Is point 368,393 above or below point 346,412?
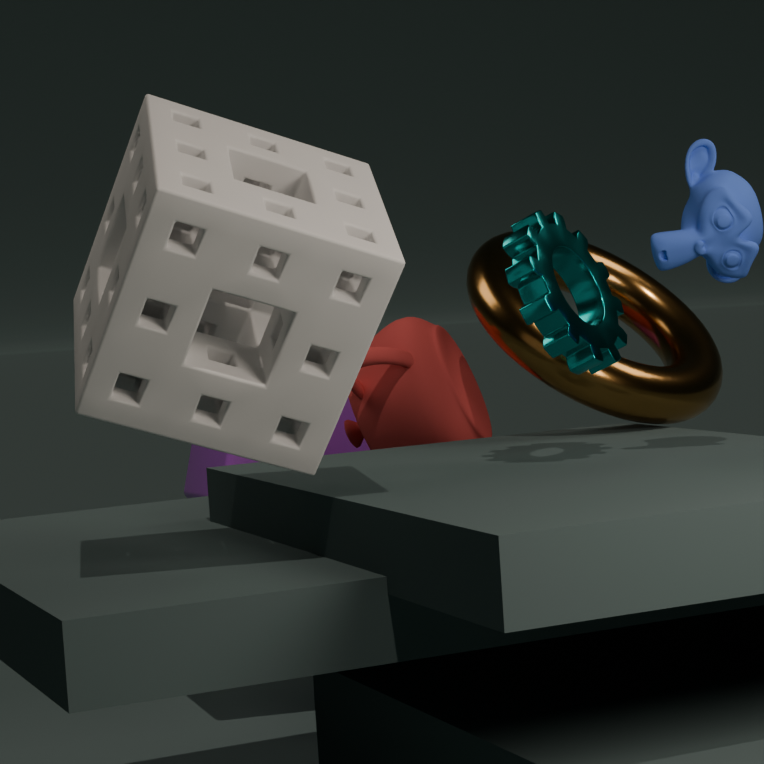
above
